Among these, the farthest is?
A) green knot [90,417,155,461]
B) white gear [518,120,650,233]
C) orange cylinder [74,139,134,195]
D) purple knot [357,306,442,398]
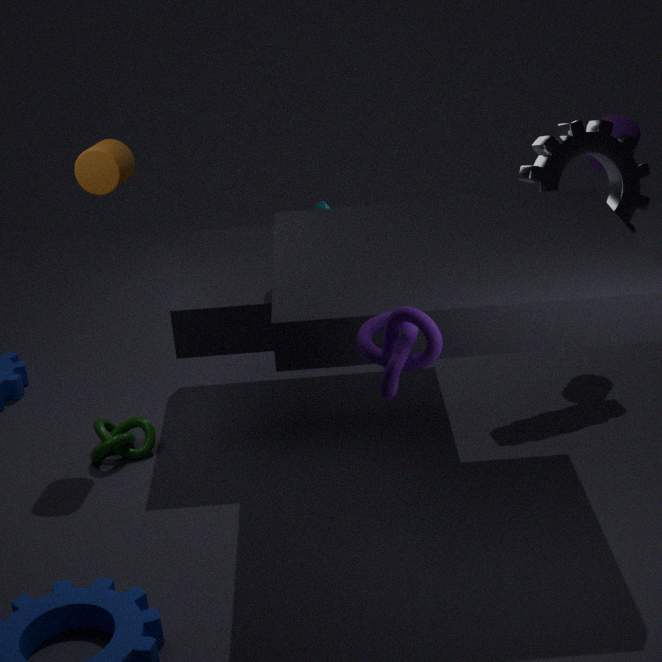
white gear [518,120,650,233]
